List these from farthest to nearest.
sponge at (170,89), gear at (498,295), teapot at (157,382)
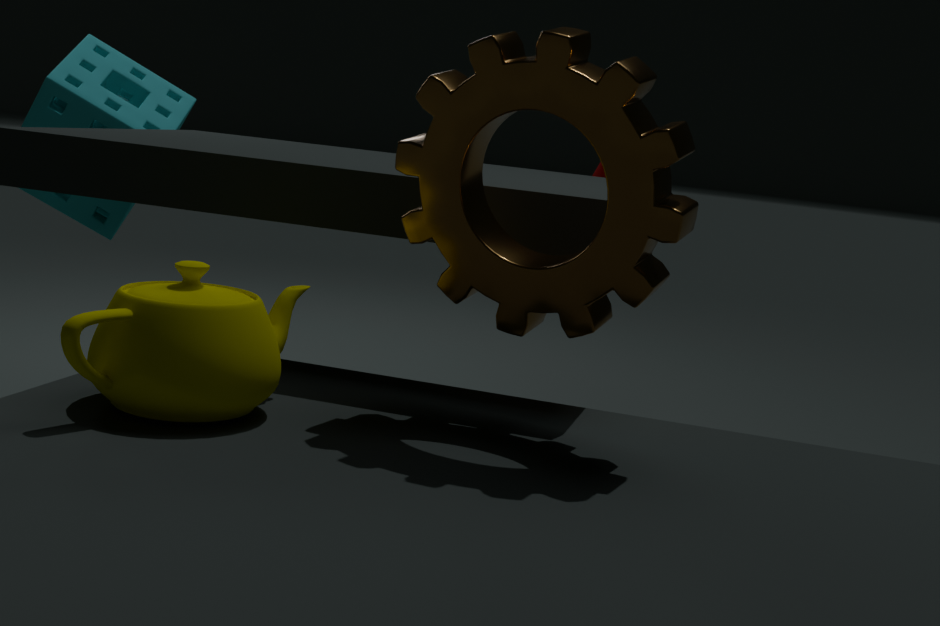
1. sponge at (170,89)
2. gear at (498,295)
3. teapot at (157,382)
